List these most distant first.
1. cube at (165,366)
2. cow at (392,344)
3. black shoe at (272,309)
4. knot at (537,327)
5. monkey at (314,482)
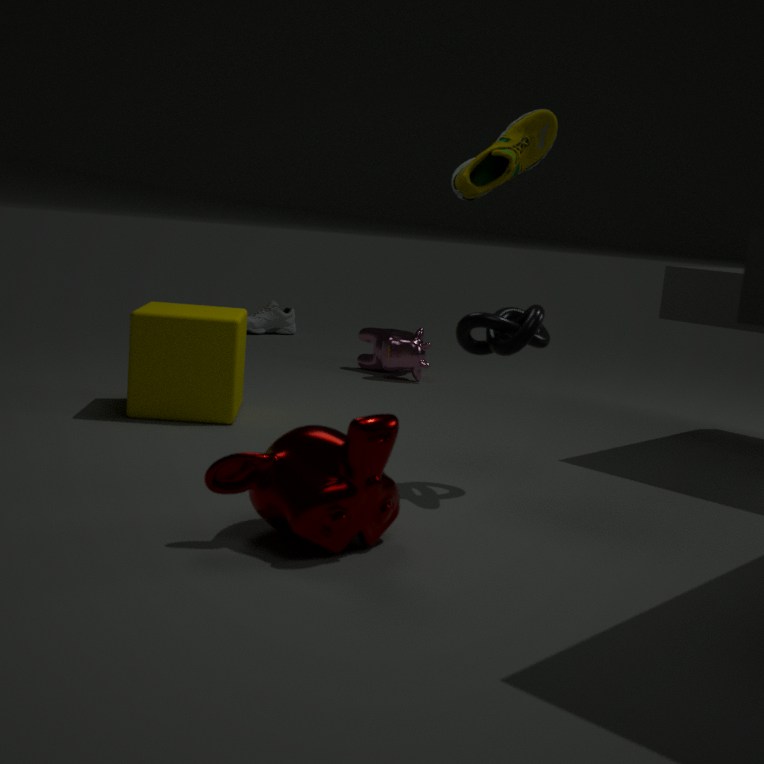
black shoe at (272,309), cow at (392,344), cube at (165,366), knot at (537,327), monkey at (314,482)
